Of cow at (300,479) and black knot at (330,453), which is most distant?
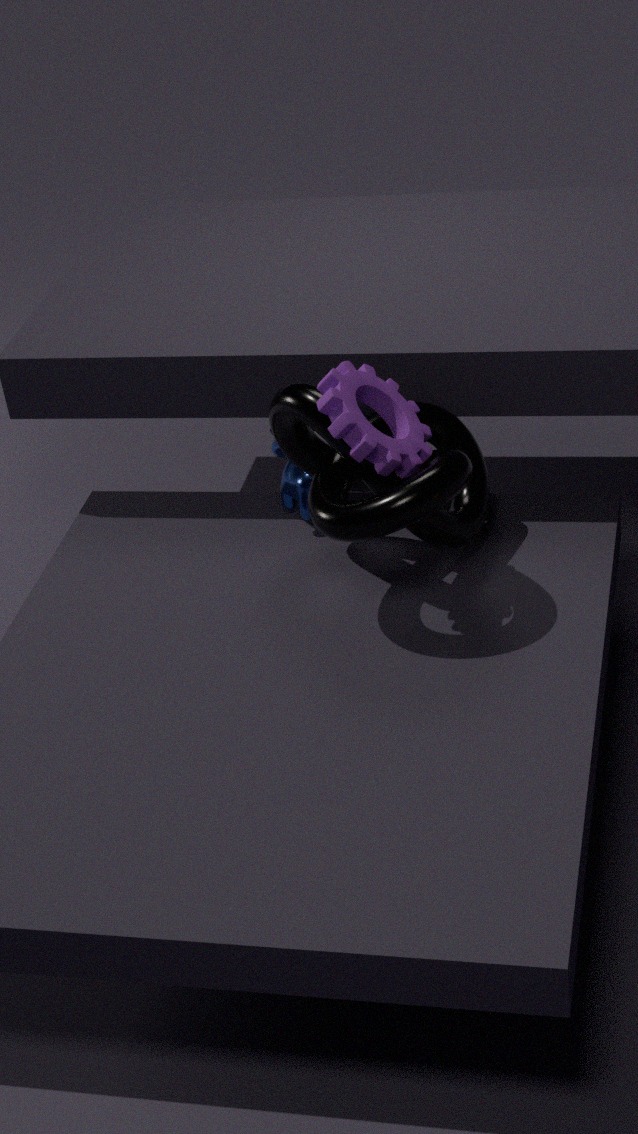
cow at (300,479)
